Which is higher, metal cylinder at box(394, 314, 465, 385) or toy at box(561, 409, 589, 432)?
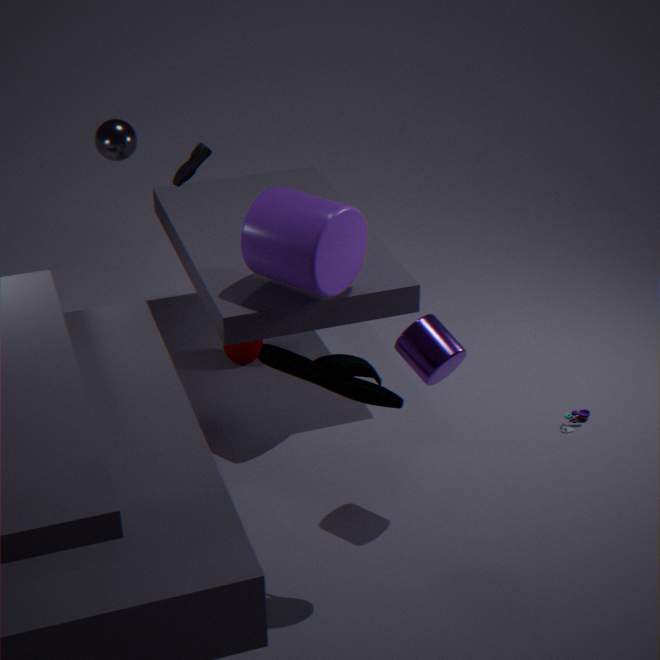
metal cylinder at box(394, 314, 465, 385)
